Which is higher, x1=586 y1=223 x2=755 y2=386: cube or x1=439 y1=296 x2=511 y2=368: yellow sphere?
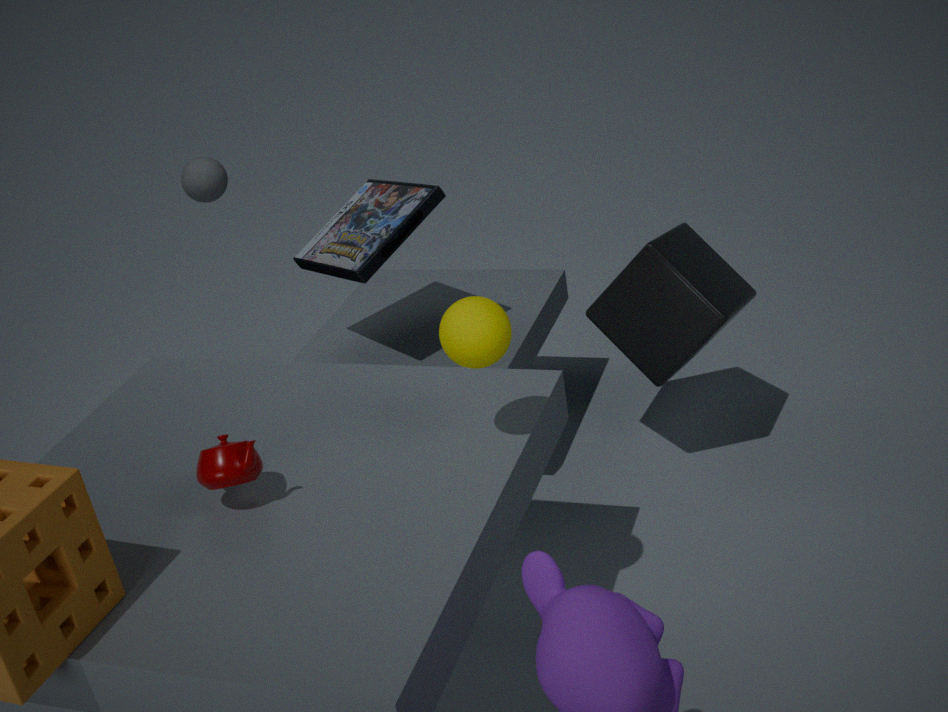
x1=439 y1=296 x2=511 y2=368: yellow sphere
